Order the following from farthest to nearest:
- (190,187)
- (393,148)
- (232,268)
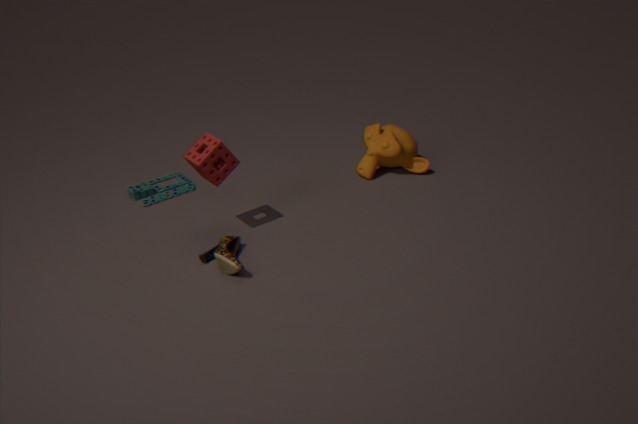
(190,187) < (393,148) < (232,268)
